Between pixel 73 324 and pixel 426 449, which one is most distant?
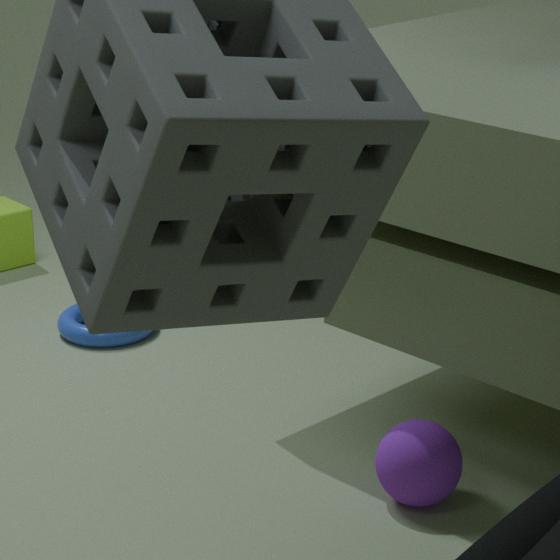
pixel 73 324
